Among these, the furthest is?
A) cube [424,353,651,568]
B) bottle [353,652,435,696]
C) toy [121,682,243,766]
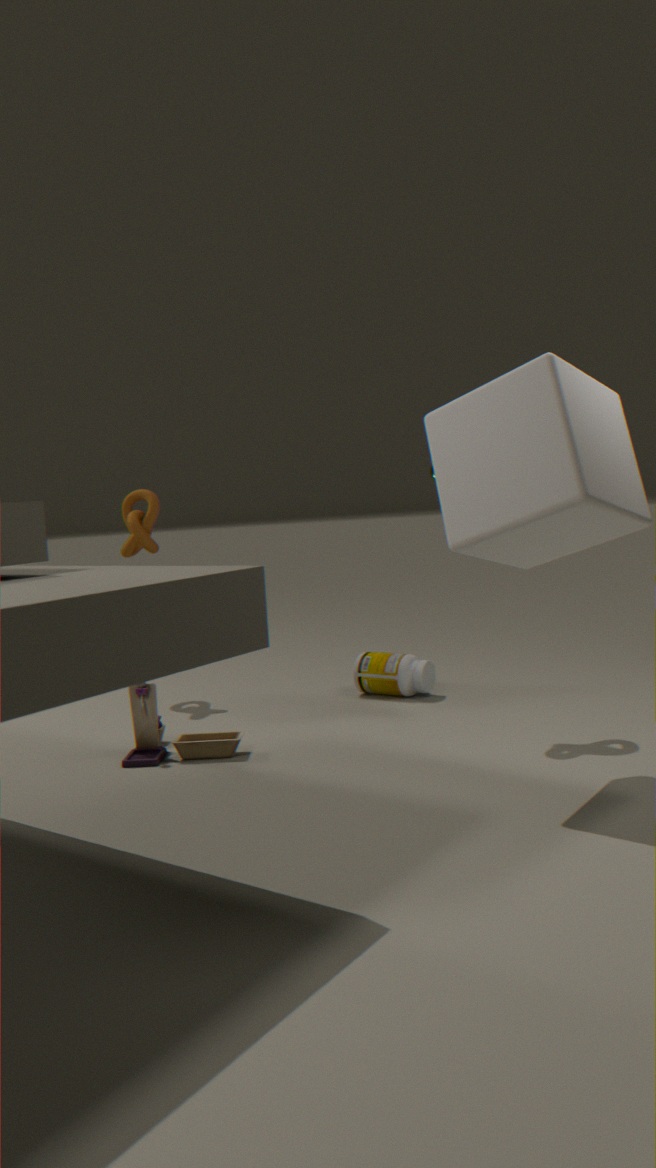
bottle [353,652,435,696]
